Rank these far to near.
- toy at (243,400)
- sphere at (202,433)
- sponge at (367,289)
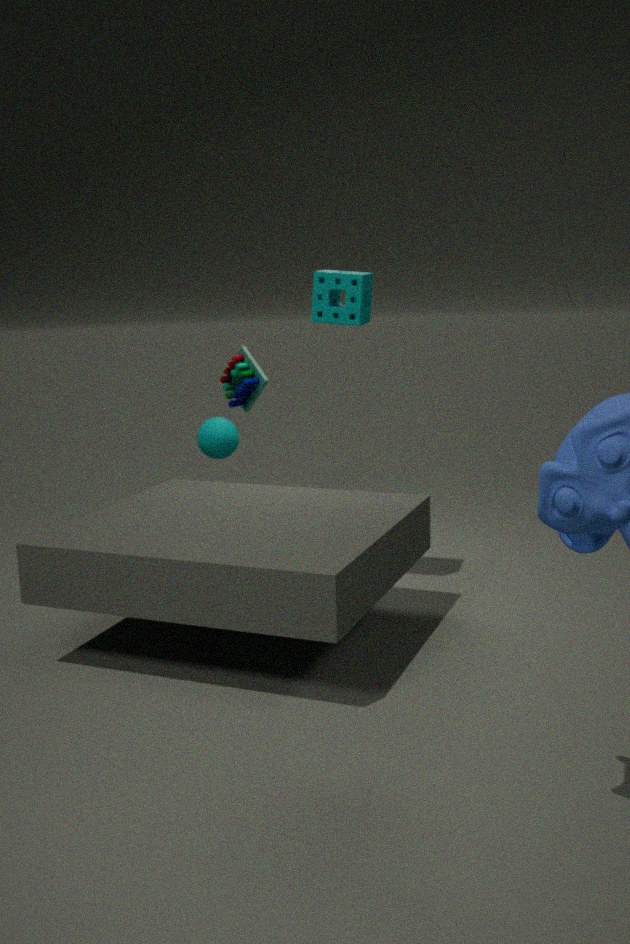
toy at (243,400), sphere at (202,433), sponge at (367,289)
